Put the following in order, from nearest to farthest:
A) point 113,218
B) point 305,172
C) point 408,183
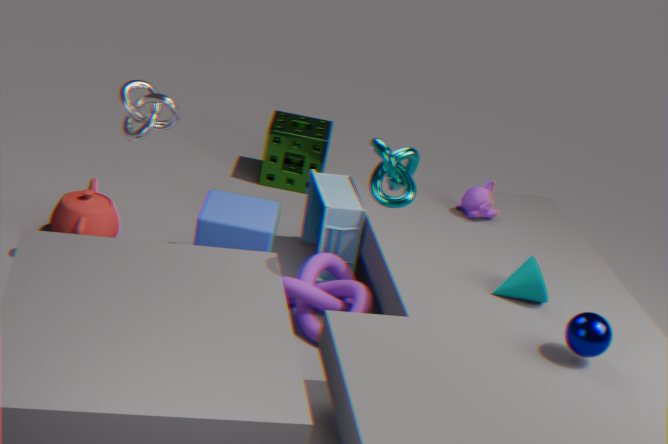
1. point 408,183
2. point 113,218
3. point 305,172
